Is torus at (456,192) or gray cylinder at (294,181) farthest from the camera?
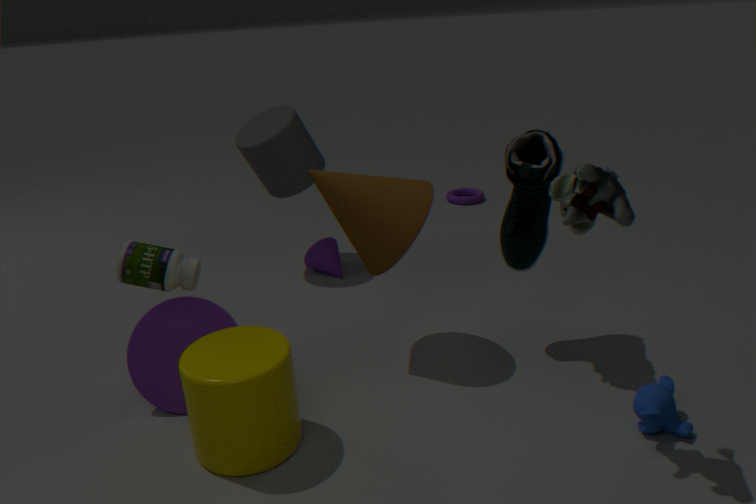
torus at (456,192)
